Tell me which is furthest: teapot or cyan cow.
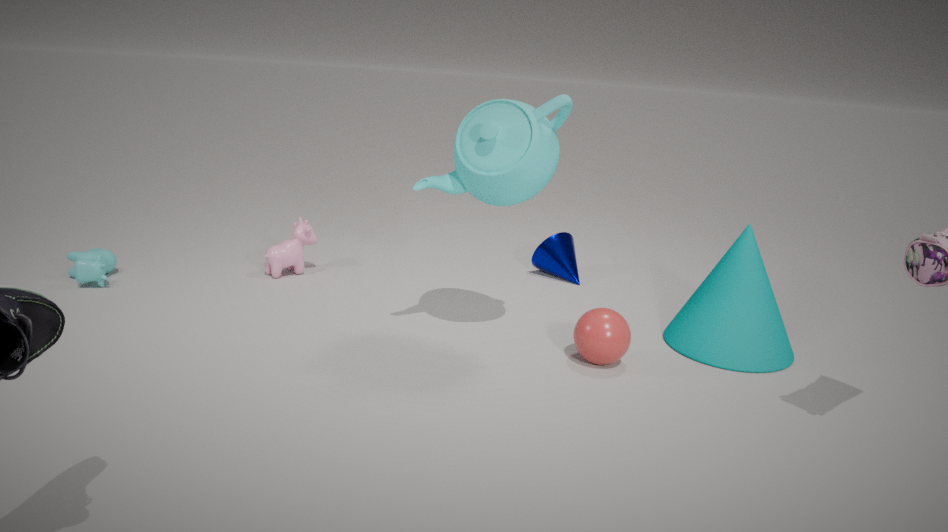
cyan cow
